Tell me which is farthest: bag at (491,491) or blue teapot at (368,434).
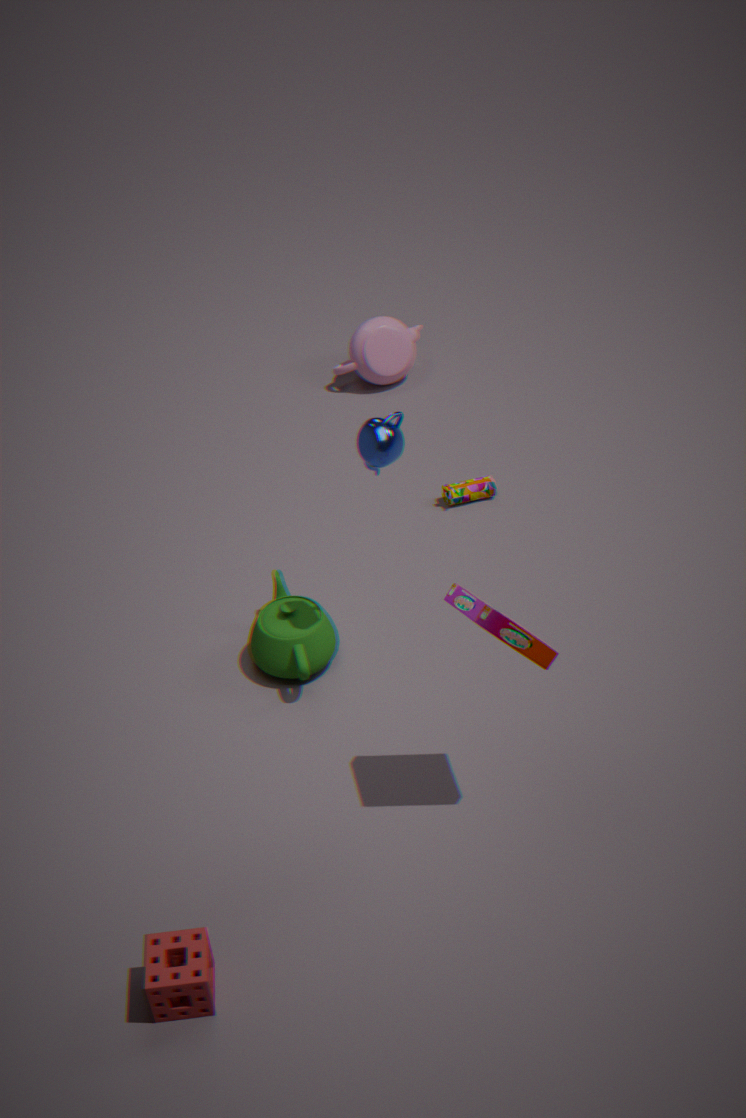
bag at (491,491)
